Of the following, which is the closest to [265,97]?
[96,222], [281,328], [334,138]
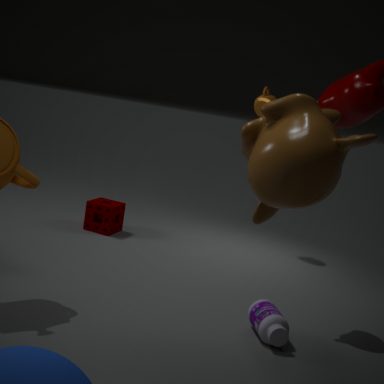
[96,222]
